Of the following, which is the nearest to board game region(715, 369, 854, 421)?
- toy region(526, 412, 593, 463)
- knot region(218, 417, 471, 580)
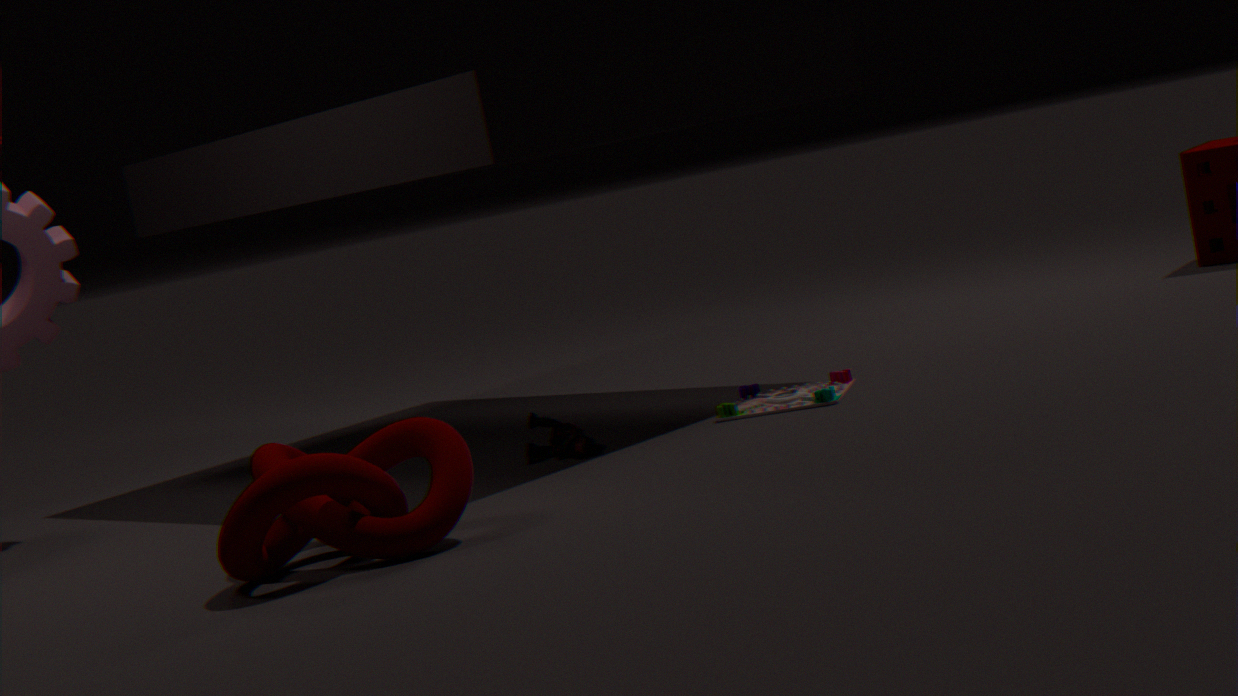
toy region(526, 412, 593, 463)
